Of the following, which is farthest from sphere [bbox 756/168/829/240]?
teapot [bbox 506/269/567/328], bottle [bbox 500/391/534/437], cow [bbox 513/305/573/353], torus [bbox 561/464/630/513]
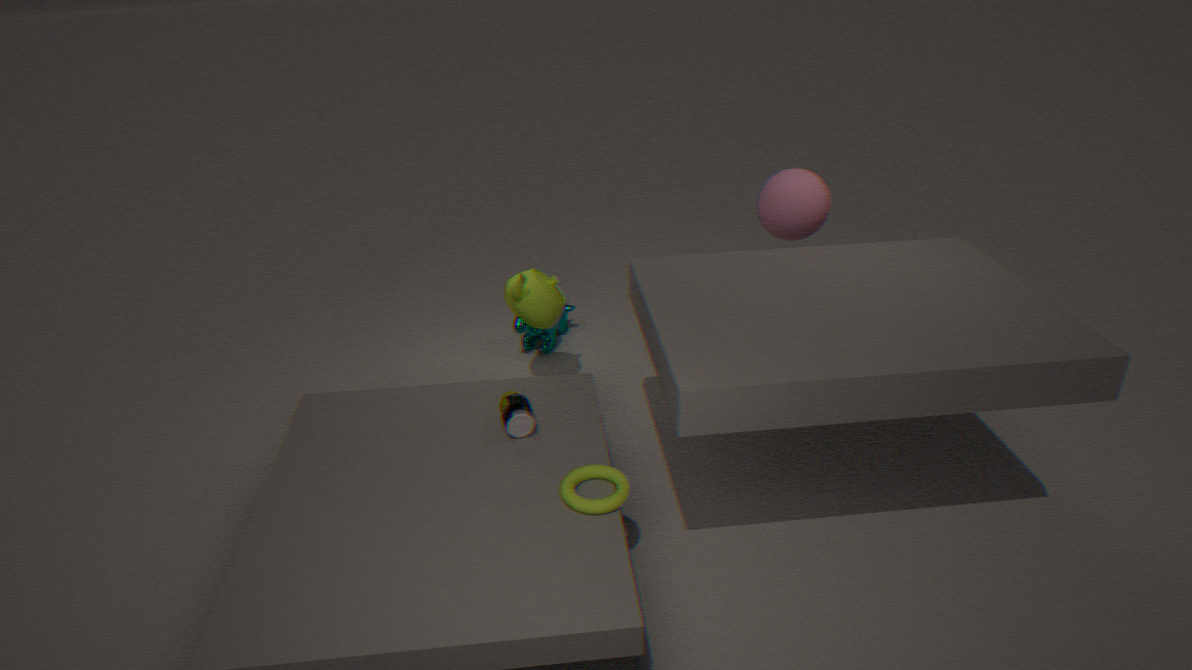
torus [bbox 561/464/630/513]
